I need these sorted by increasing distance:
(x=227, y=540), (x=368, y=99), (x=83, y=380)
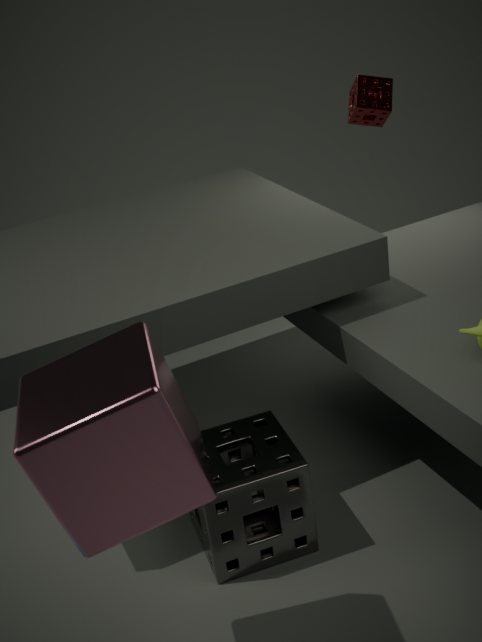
(x=83, y=380) → (x=227, y=540) → (x=368, y=99)
